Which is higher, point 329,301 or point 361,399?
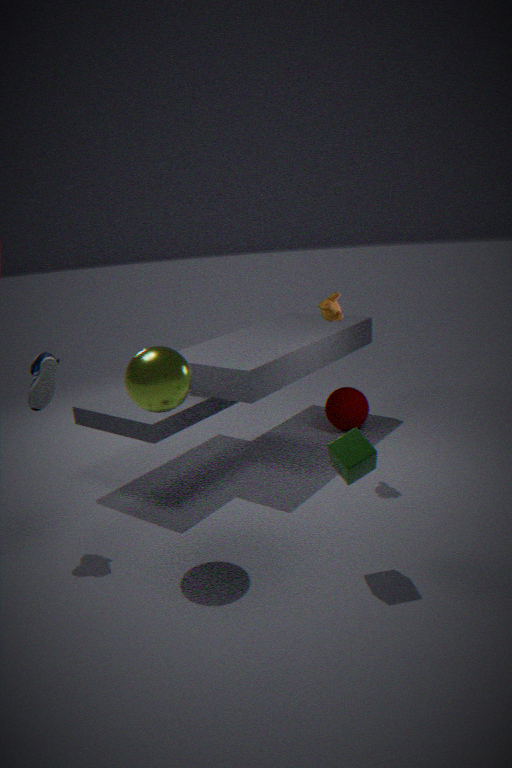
point 329,301
